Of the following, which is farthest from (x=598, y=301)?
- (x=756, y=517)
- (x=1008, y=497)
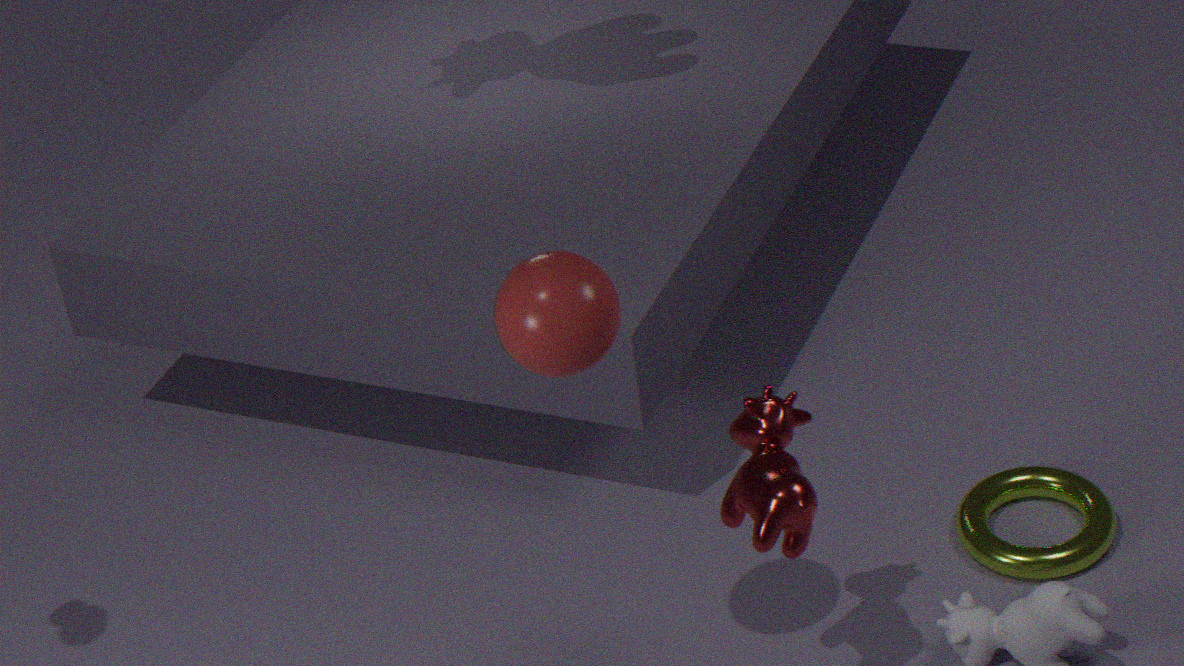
(x=1008, y=497)
